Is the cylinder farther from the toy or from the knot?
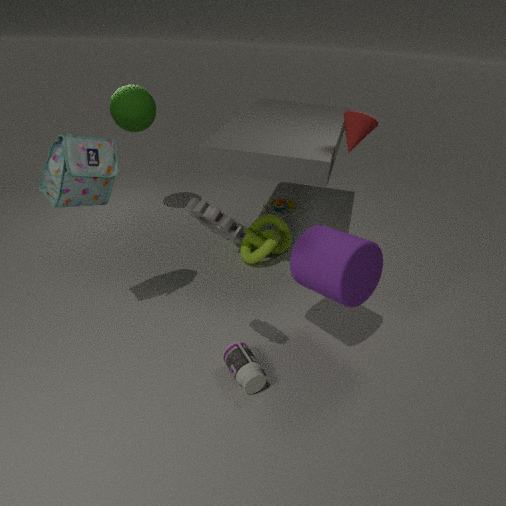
the toy
